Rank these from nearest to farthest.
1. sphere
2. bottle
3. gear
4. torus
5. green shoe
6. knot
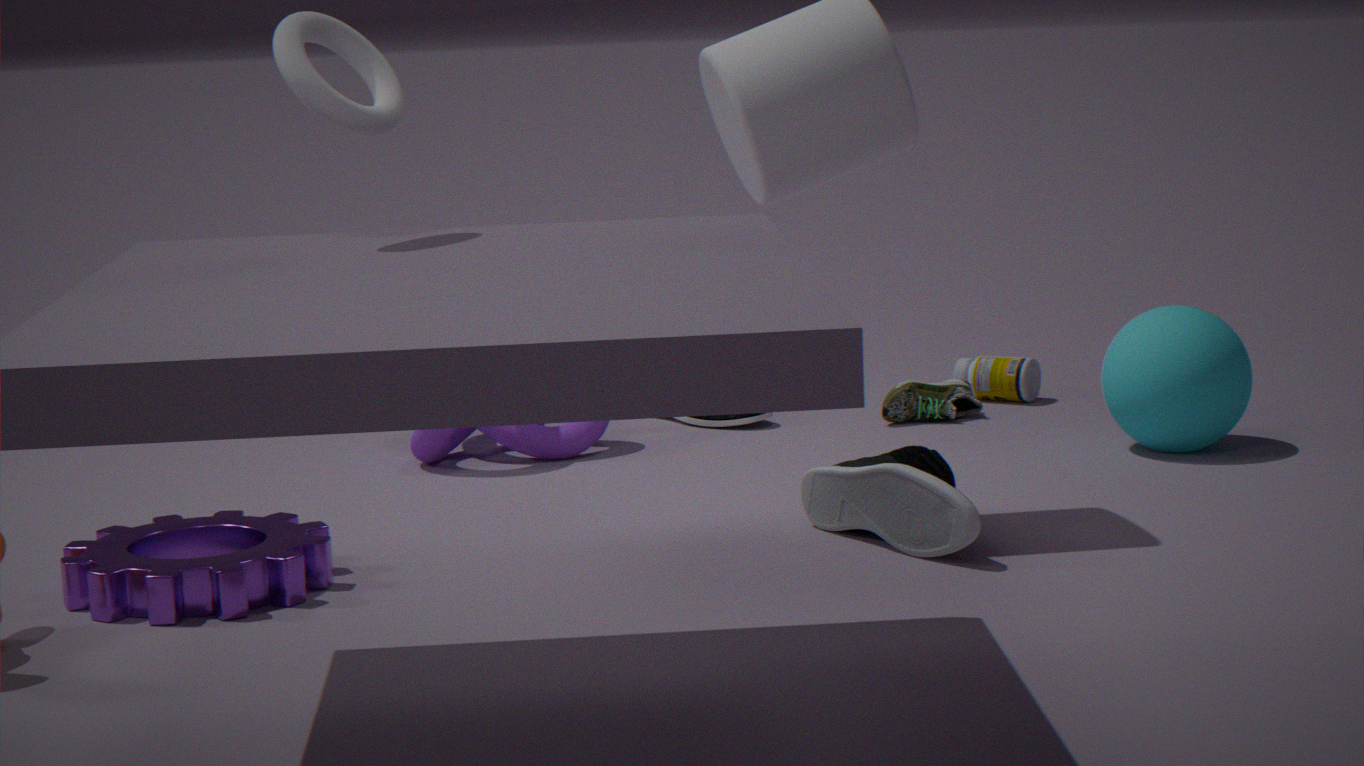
torus
gear
sphere
knot
green shoe
bottle
